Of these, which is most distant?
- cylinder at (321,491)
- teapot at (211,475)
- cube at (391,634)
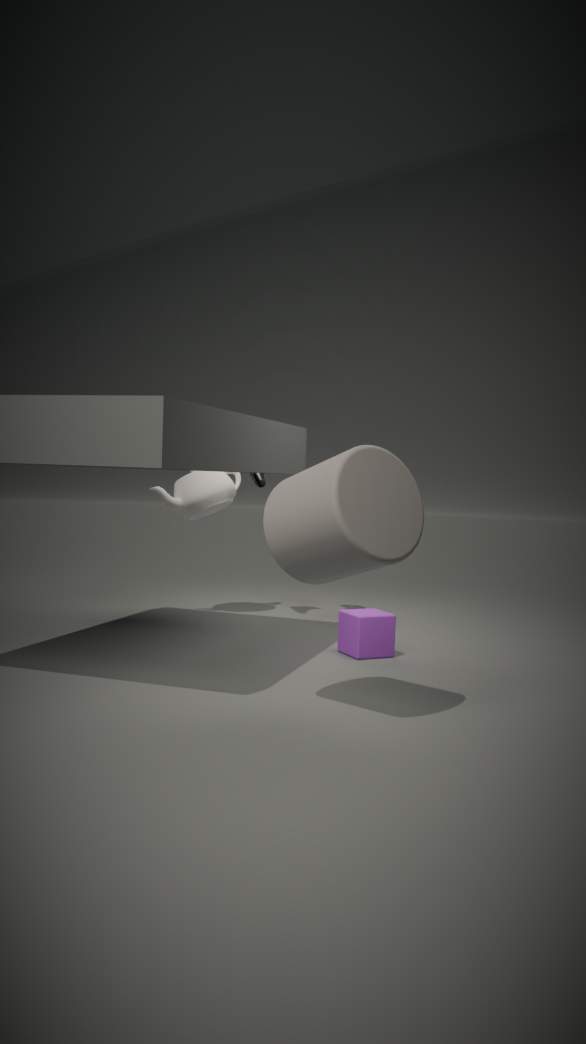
teapot at (211,475)
